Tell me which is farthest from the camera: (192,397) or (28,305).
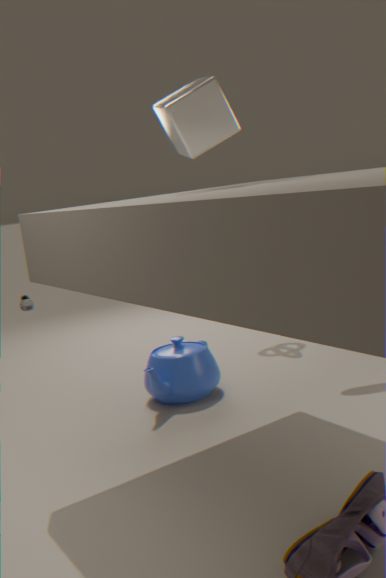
(28,305)
